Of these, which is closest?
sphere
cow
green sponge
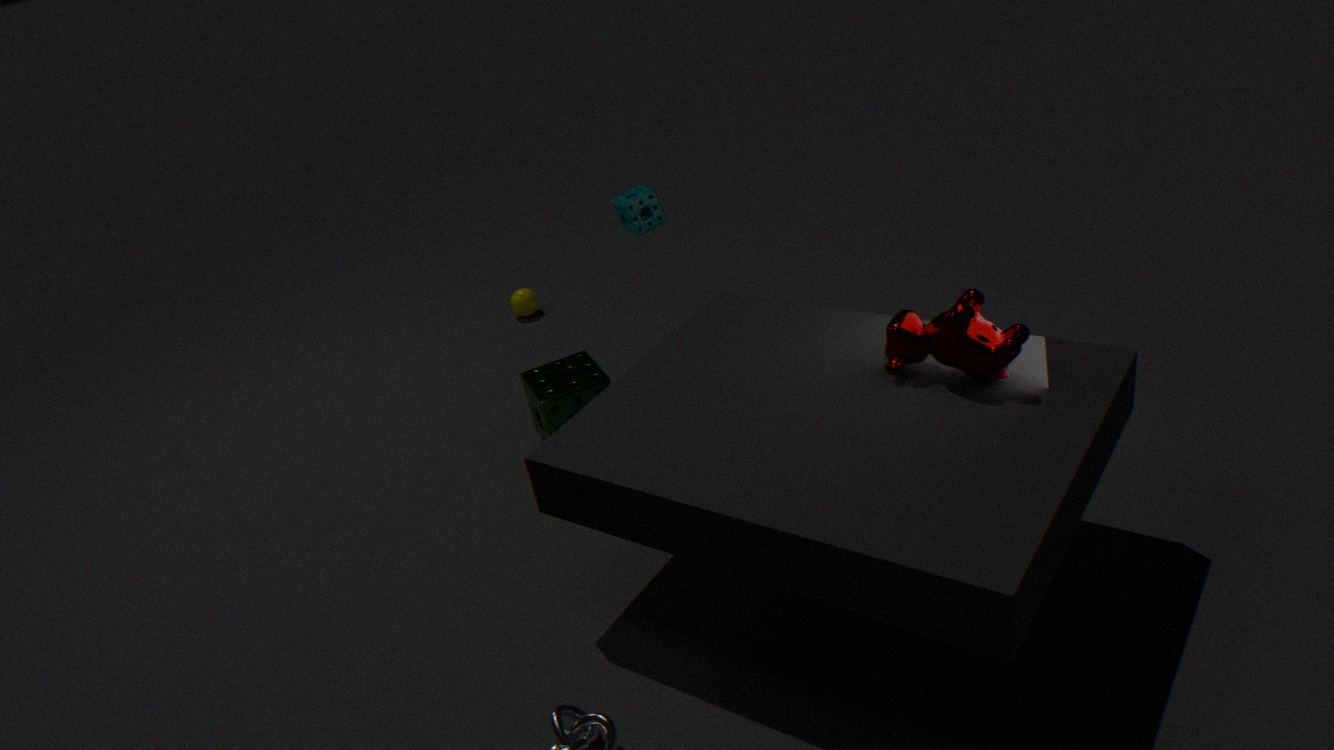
cow
